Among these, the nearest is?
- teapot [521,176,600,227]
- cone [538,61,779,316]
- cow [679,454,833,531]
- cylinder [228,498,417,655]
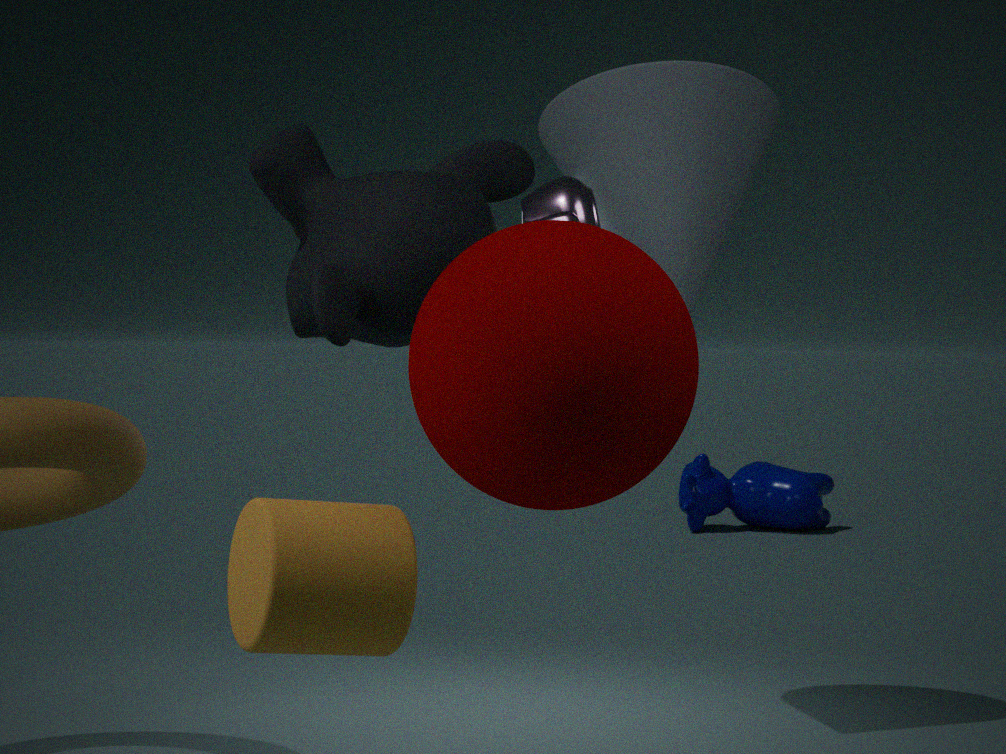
cylinder [228,498,417,655]
